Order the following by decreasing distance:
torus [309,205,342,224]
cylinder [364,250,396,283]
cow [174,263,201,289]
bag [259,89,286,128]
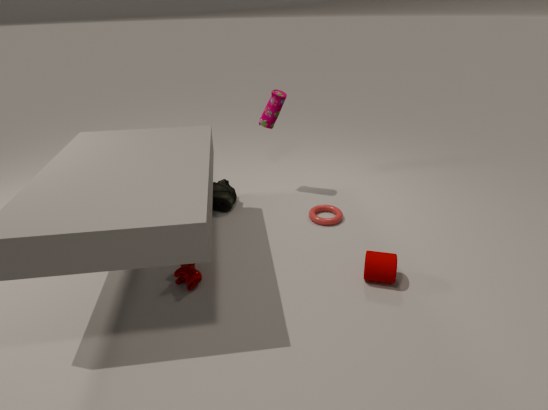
1. bag [259,89,286,128]
2. torus [309,205,342,224]
3. cow [174,263,201,289]
4. cylinder [364,250,396,283]
